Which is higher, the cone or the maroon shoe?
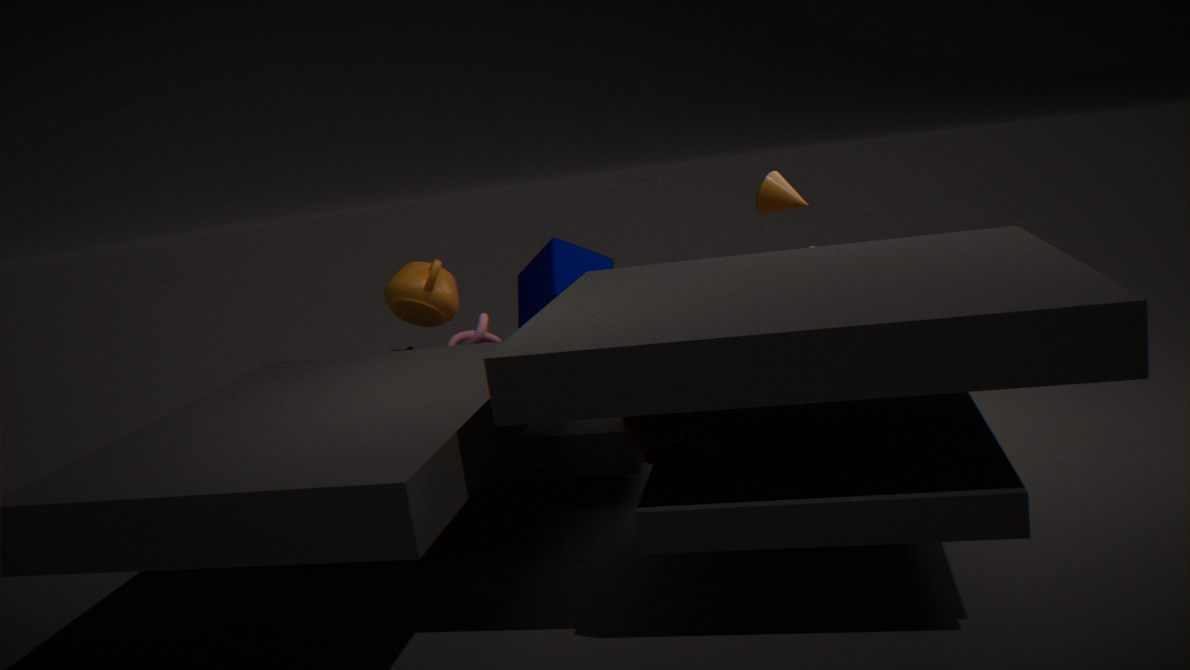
the cone
